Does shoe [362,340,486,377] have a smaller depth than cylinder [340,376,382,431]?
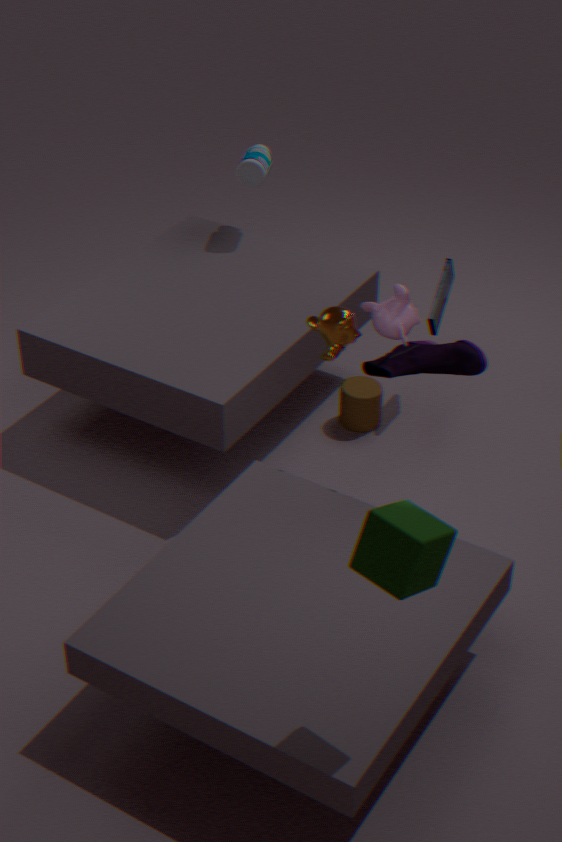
Yes
